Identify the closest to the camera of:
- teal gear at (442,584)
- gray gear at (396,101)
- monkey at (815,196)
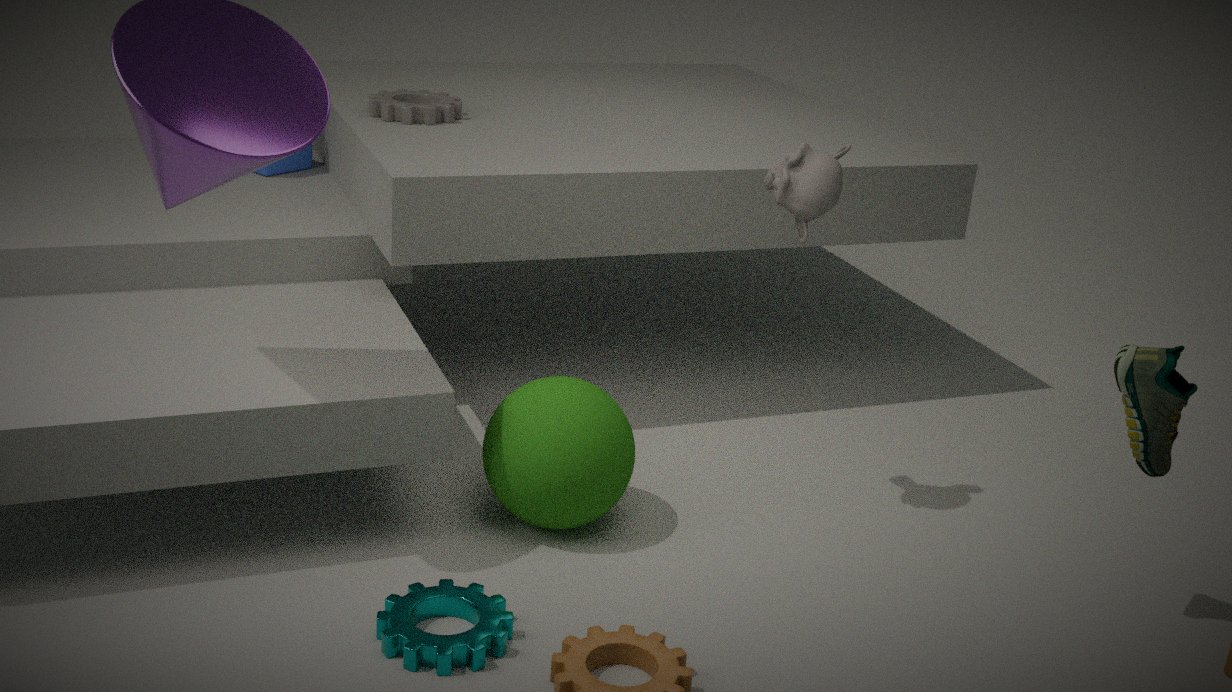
teal gear at (442,584)
